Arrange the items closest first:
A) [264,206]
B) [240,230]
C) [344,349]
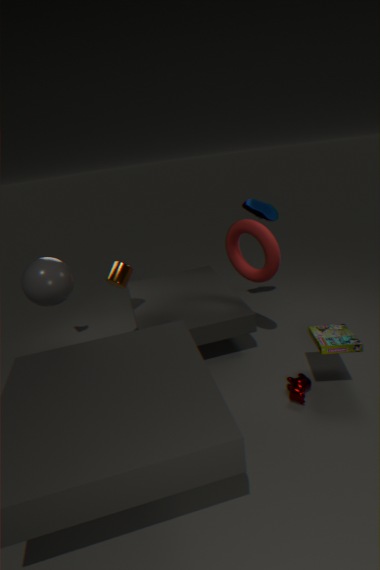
[344,349]
[240,230]
[264,206]
